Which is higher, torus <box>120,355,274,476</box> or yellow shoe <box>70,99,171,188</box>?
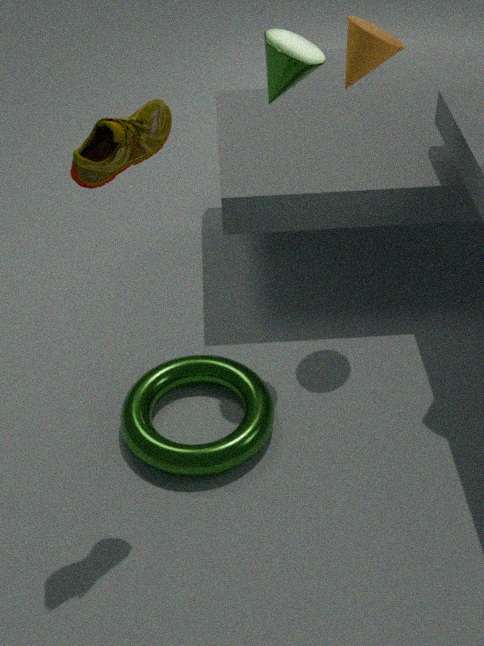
yellow shoe <box>70,99,171,188</box>
